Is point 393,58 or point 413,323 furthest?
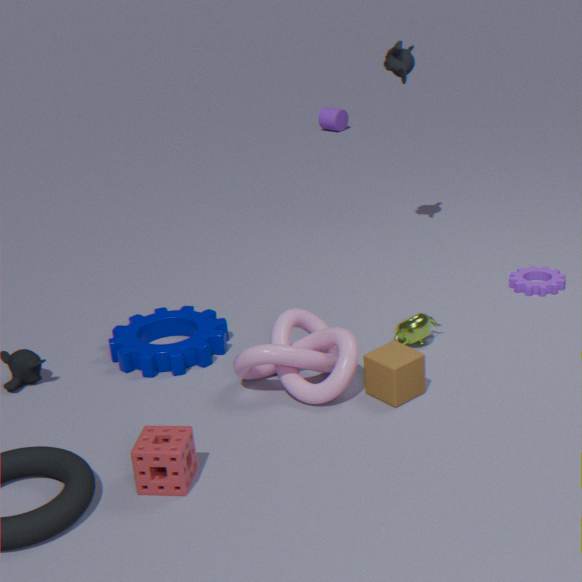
point 393,58
